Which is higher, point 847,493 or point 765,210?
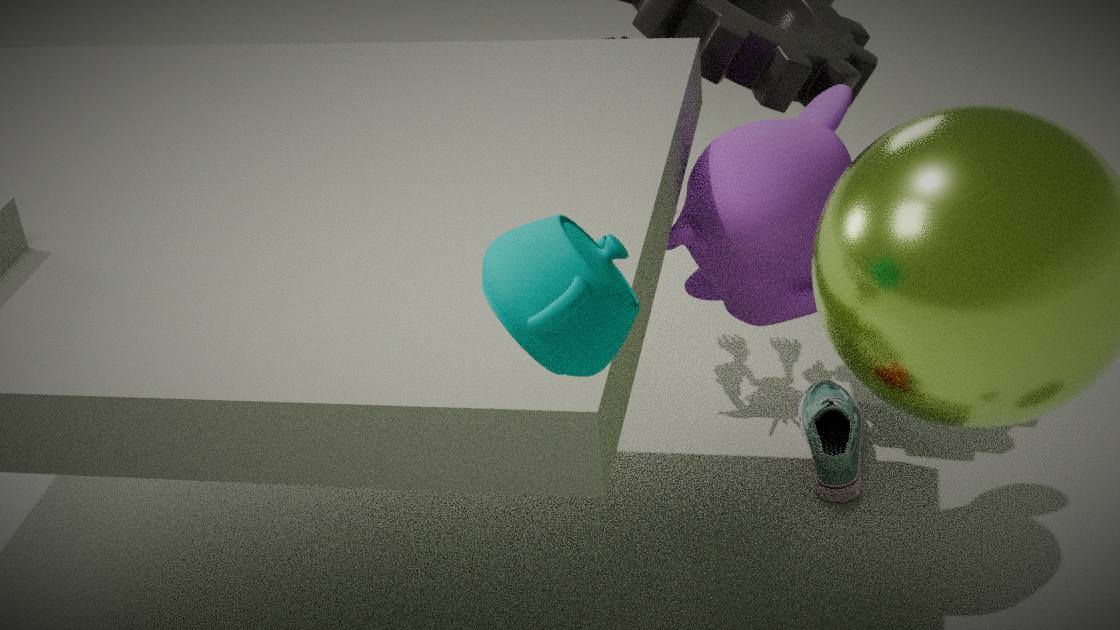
point 765,210
